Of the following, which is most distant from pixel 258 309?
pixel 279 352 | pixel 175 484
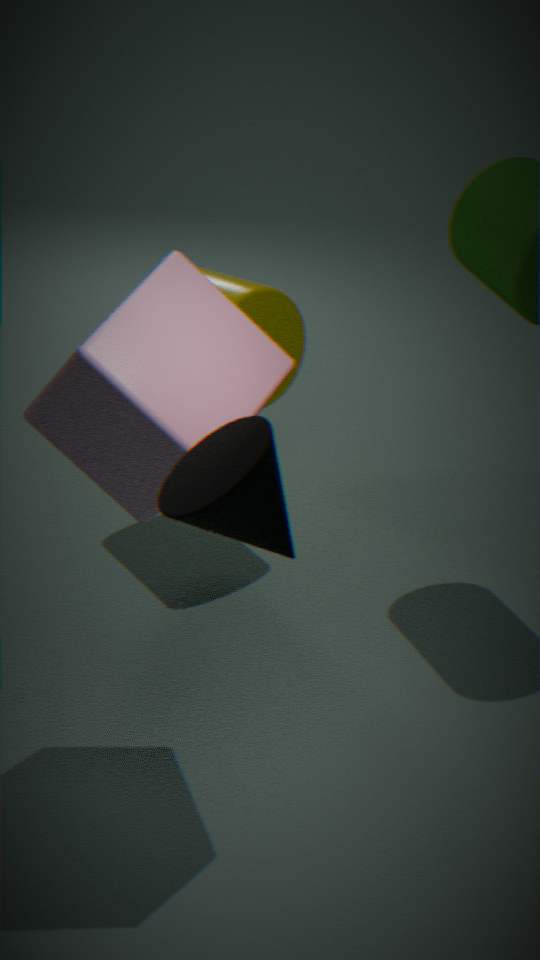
pixel 175 484
